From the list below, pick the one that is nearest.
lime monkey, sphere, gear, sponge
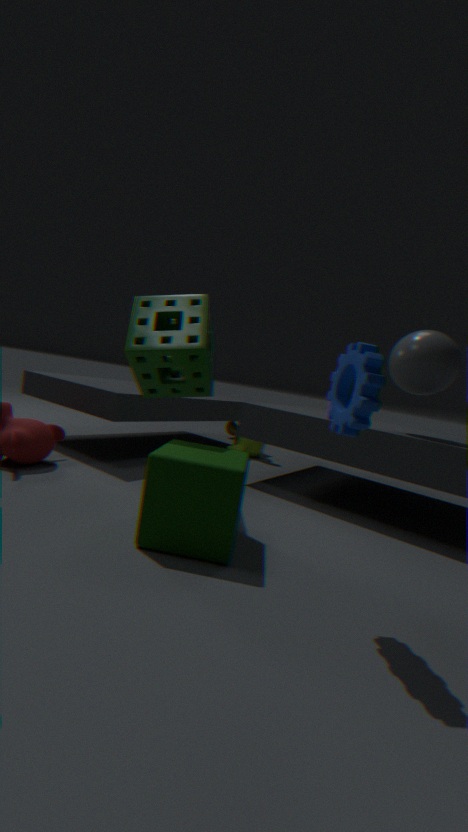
gear
